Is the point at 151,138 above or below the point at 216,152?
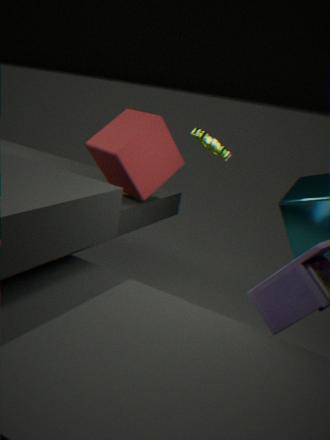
below
